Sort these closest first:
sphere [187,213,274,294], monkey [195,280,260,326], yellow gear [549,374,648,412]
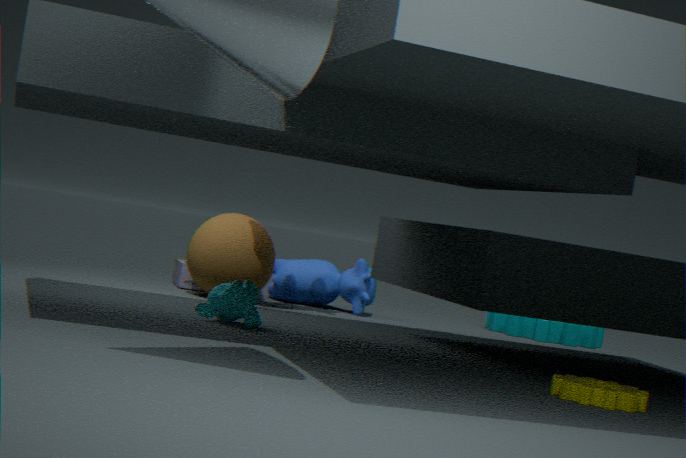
yellow gear [549,374,648,412] < monkey [195,280,260,326] < sphere [187,213,274,294]
